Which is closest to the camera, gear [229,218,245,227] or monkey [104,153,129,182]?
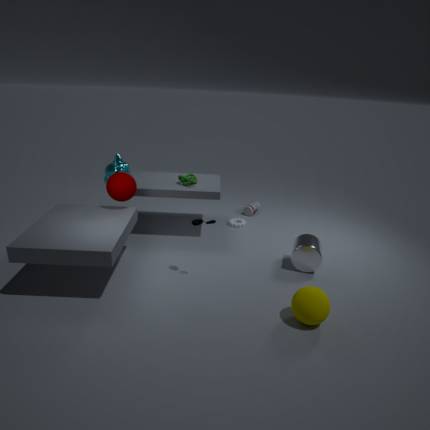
monkey [104,153,129,182]
